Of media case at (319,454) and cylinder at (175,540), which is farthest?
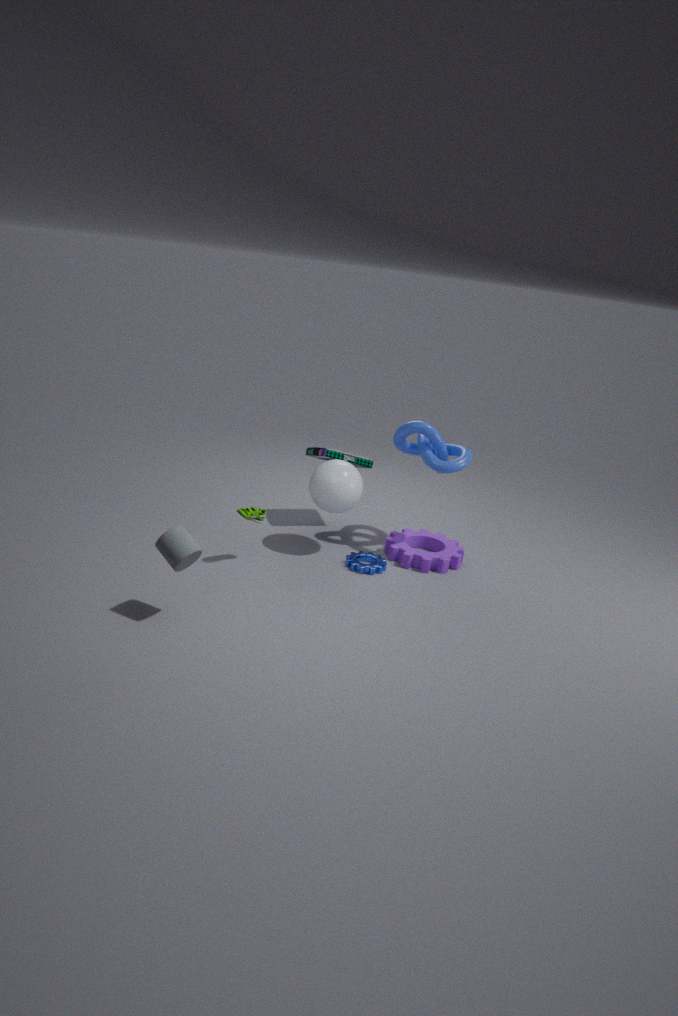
media case at (319,454)
